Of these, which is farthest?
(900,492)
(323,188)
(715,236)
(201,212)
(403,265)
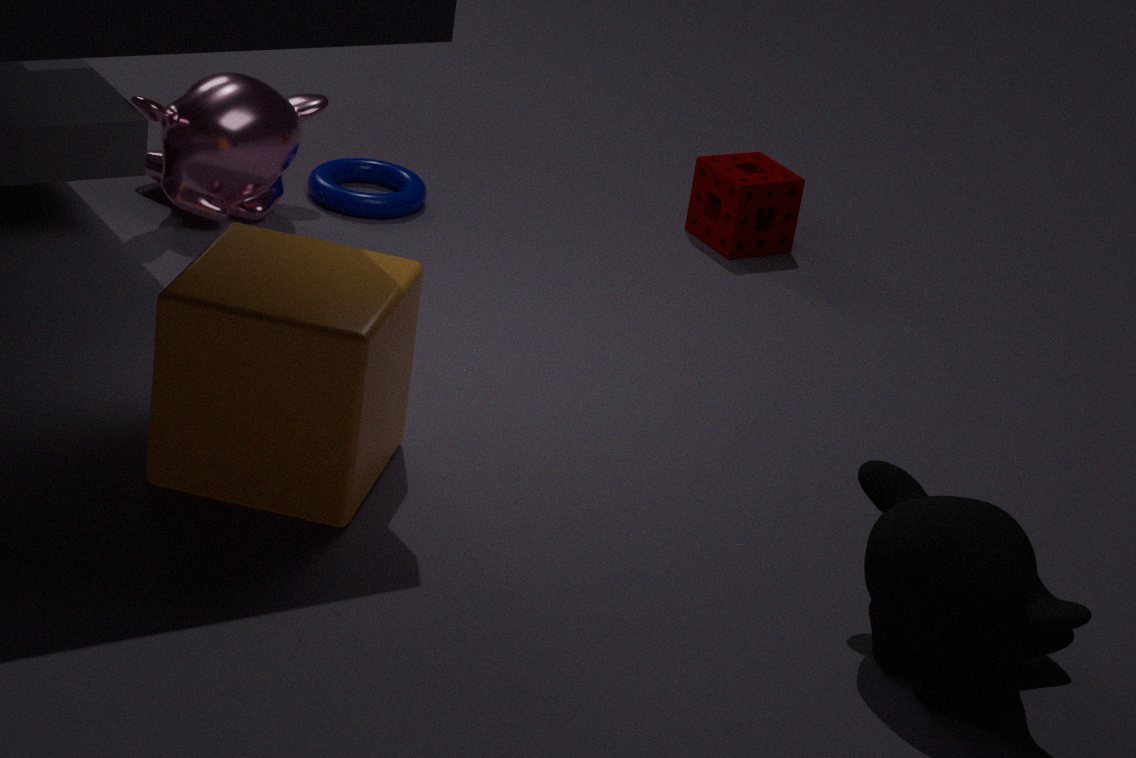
(715,236)
